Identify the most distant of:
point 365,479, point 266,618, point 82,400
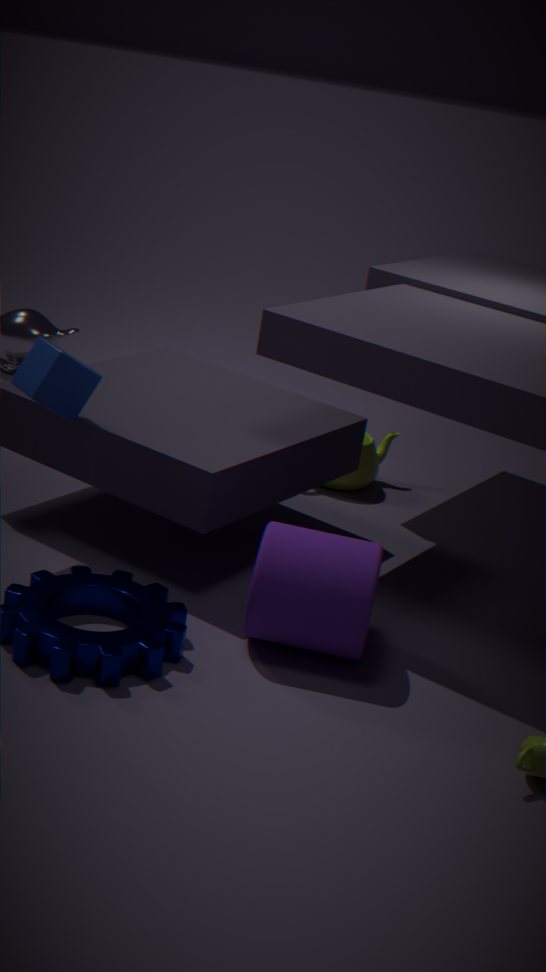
point 365,479
